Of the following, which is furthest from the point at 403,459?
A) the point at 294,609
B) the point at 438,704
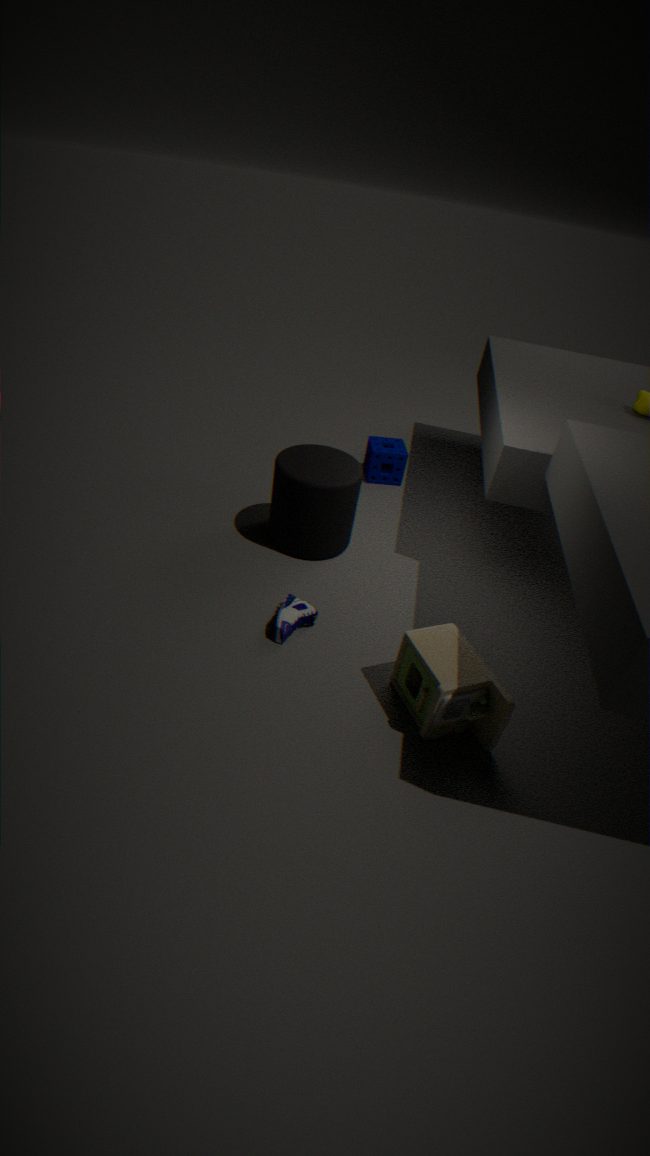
the point at 438,704
